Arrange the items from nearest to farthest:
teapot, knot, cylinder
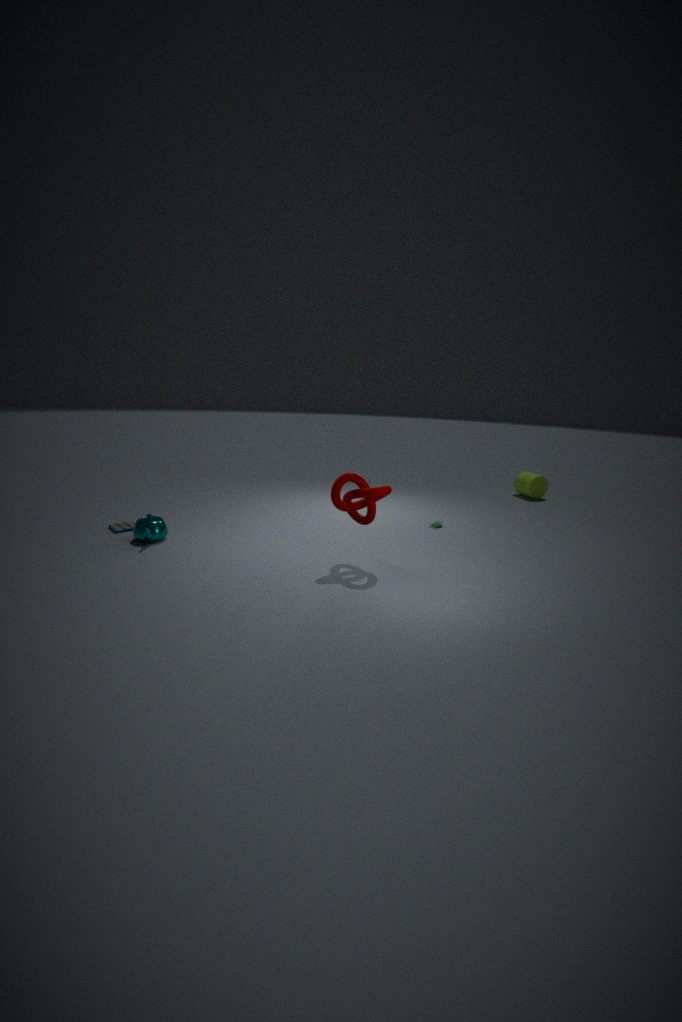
1. knot
2. teapot
3. cylinder
